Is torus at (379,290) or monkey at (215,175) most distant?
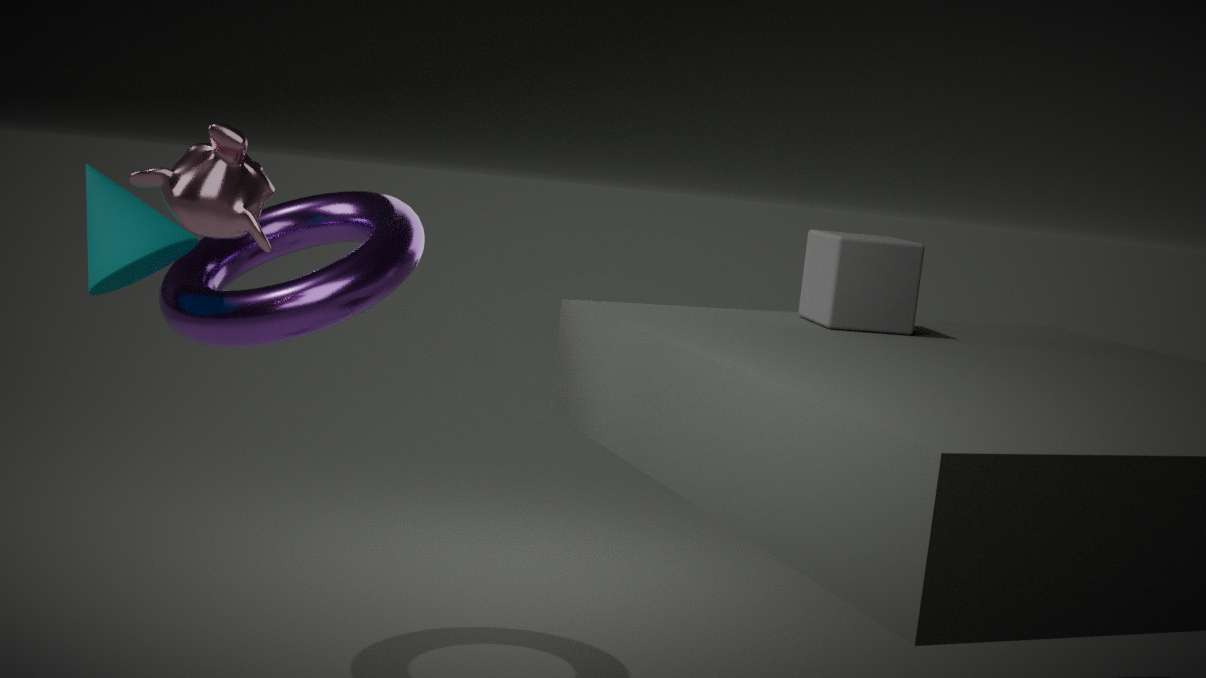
torus at (379,290)
